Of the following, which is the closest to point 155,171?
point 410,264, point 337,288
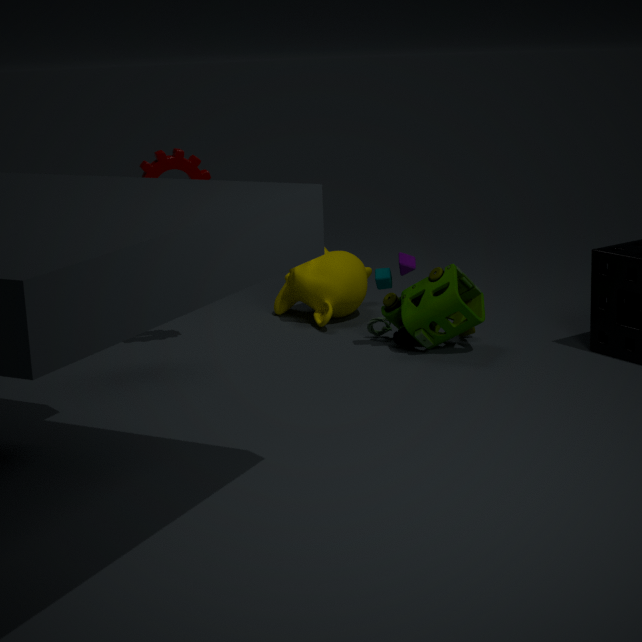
point 337,288
